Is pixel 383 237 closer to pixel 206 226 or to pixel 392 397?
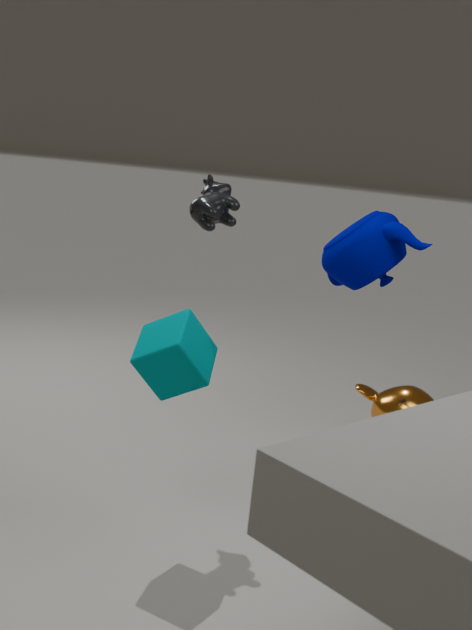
pixel 206 226
